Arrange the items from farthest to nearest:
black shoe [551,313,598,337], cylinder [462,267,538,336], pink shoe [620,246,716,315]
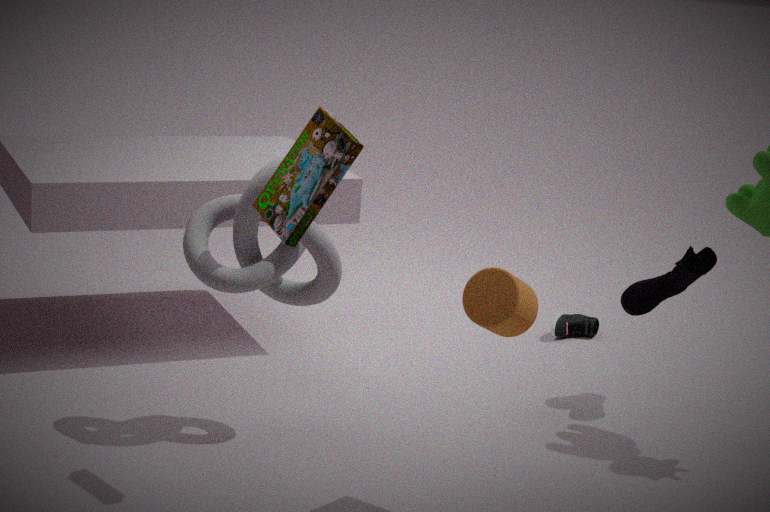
black shoe [551,313,598,337], pink shoe [620,246,716,315], cylinder [462,267,538,336]
